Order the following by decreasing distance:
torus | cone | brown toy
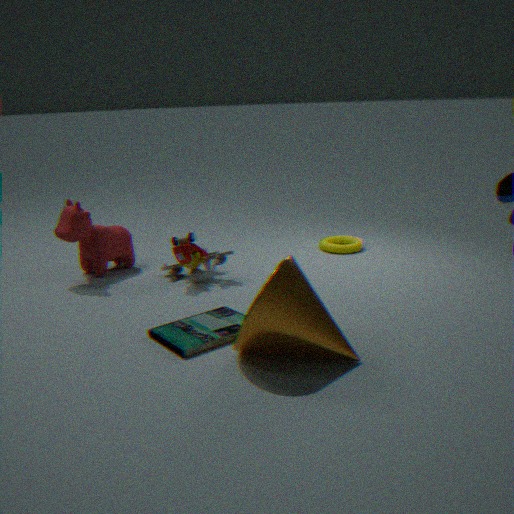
torus
brown toy
cone
